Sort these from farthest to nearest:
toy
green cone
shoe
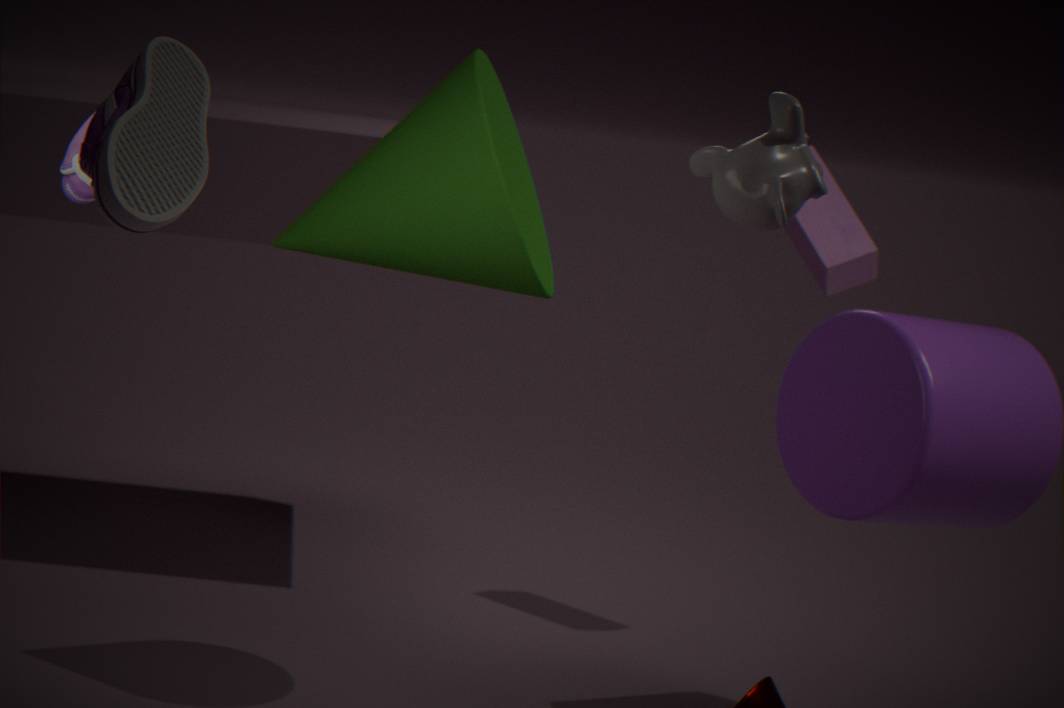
toy, green cone, shoe
